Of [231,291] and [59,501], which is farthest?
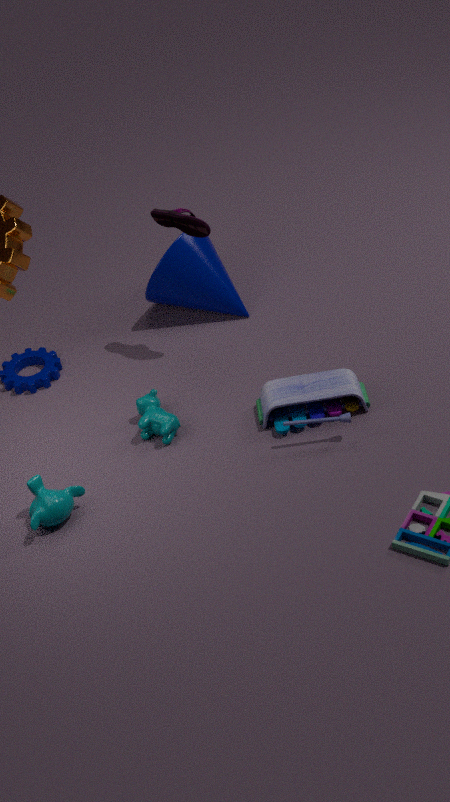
[231,291]
